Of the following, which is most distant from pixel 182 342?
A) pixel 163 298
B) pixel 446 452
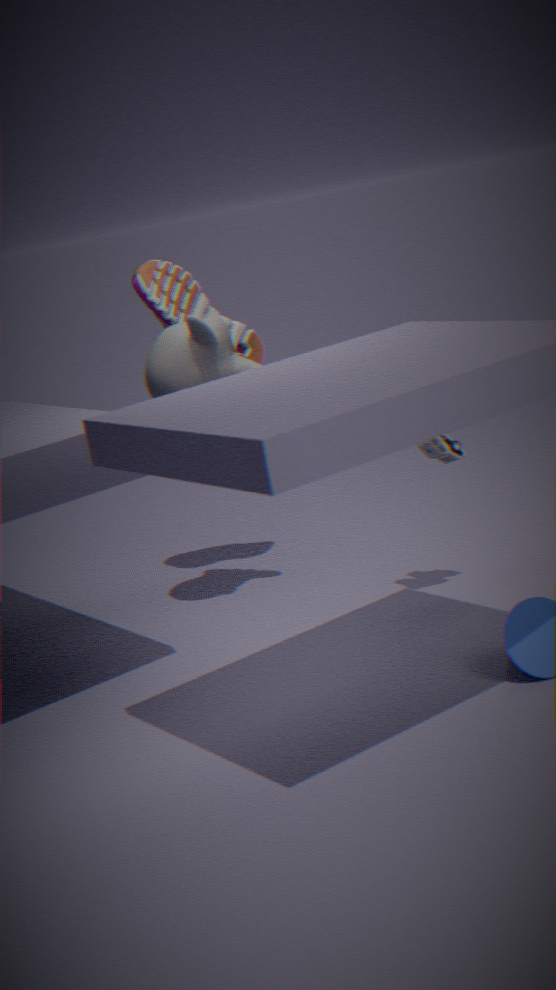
pixel 446 452
